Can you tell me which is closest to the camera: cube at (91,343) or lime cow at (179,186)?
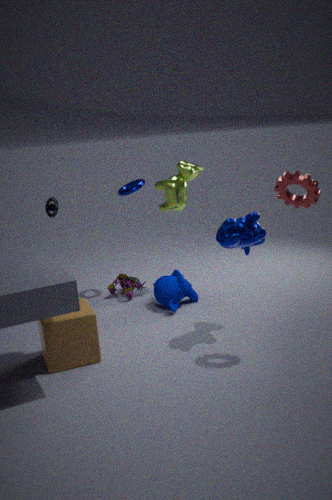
cube at (91,343)
